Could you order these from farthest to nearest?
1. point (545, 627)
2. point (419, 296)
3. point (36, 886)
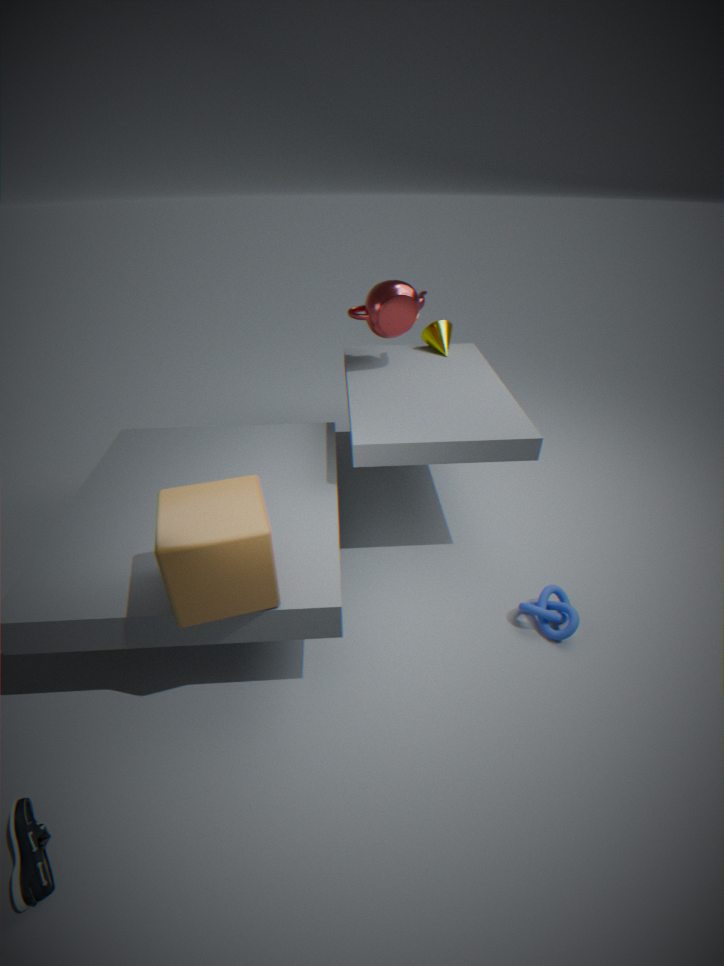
1. point (419, 296)
2. point (545, 627)
3. point (36, 886)
